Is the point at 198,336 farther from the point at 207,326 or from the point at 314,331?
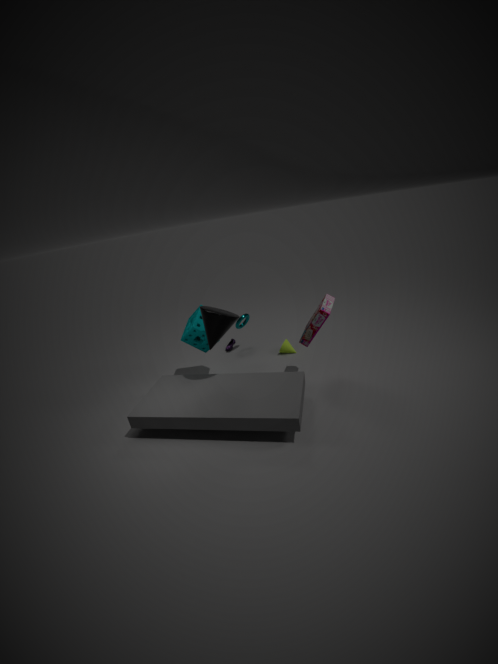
the point at 314,331
